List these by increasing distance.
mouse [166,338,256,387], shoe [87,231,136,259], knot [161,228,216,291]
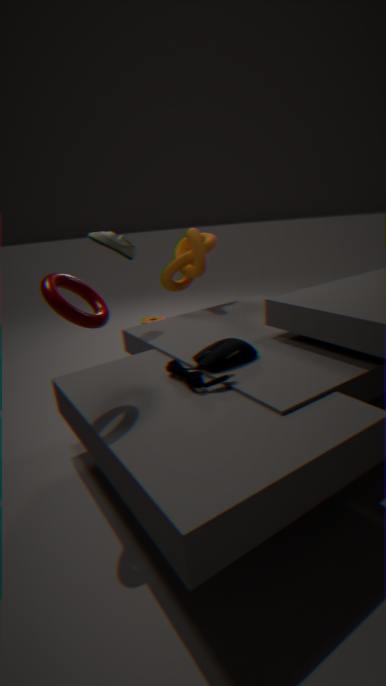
1. mouse [166,338,256,387]
2. shoe [87,231,136,259]
3. knot [161,228,216,291]
